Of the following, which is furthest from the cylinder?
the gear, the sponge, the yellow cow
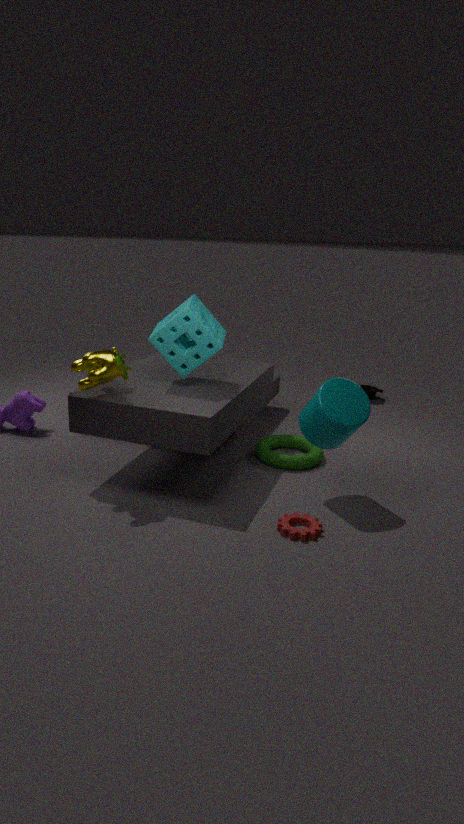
the yellow cow
